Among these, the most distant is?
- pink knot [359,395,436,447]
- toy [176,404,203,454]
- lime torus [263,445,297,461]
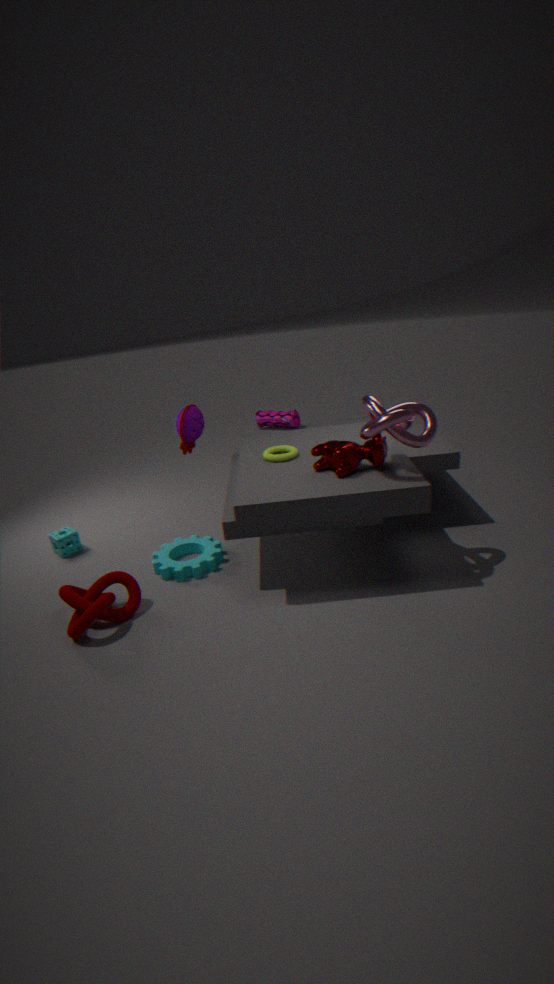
toy [176,404,203,454]
